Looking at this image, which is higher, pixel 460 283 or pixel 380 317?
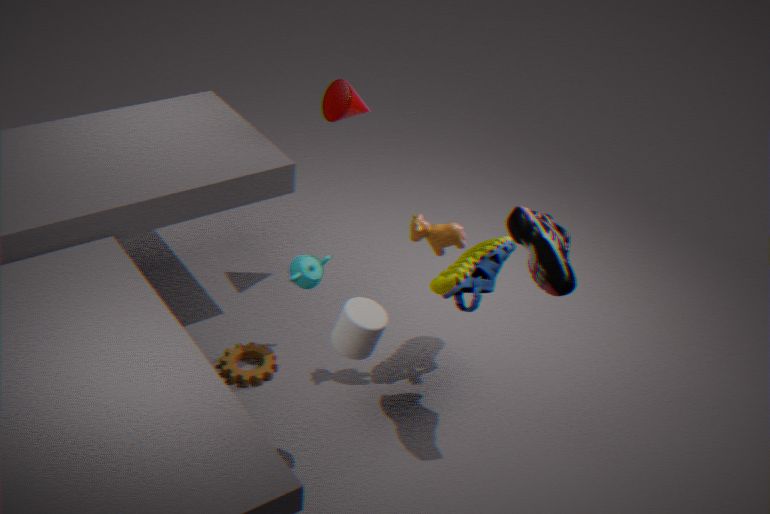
pixel 380 317
